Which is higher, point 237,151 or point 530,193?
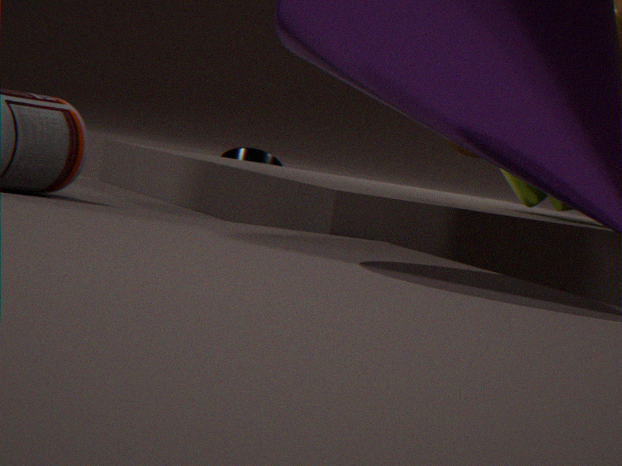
point 530,193
